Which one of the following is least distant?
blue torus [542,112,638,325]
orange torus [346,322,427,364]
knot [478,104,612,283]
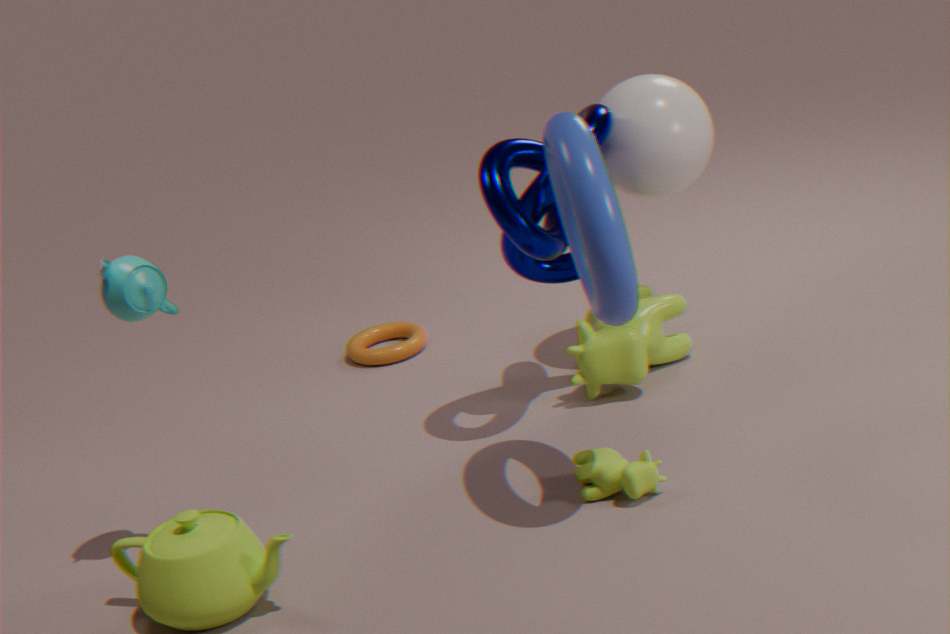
blue torus [542,112,638,325]
